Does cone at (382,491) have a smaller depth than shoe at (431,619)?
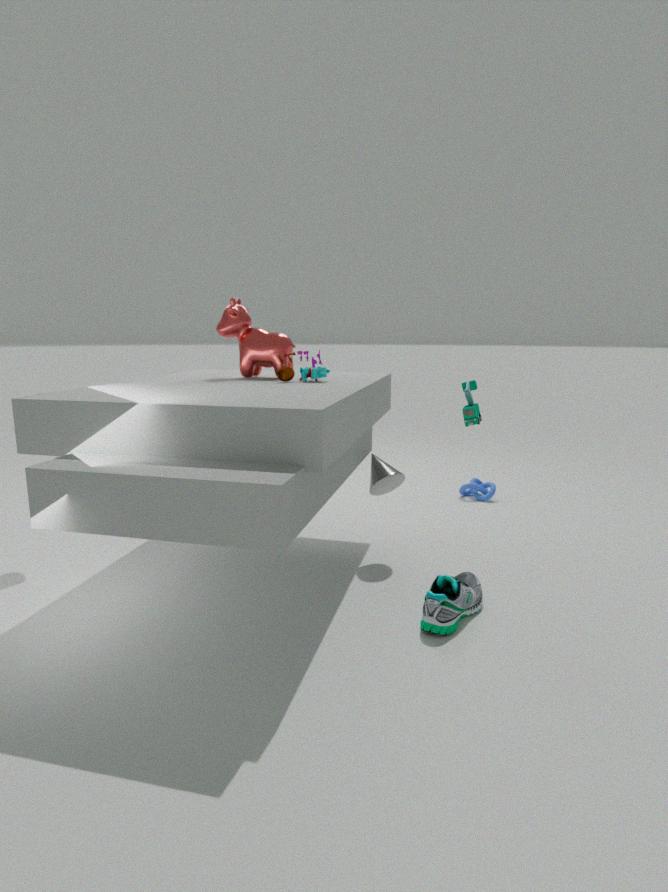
No
